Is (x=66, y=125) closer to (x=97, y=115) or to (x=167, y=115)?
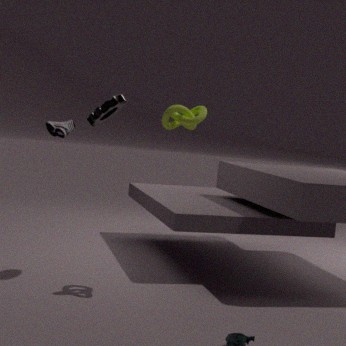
(x=97, y=115)
